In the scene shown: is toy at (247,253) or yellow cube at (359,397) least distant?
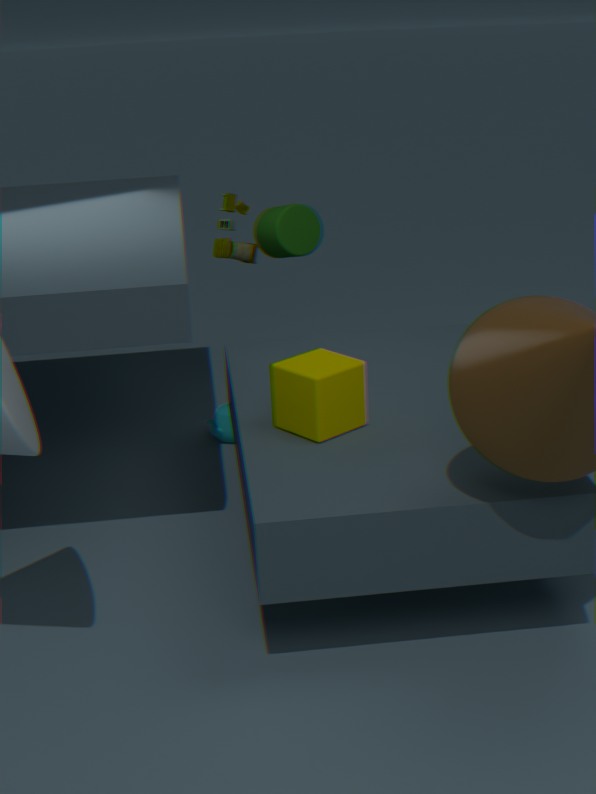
yellow cube at (359,397)
